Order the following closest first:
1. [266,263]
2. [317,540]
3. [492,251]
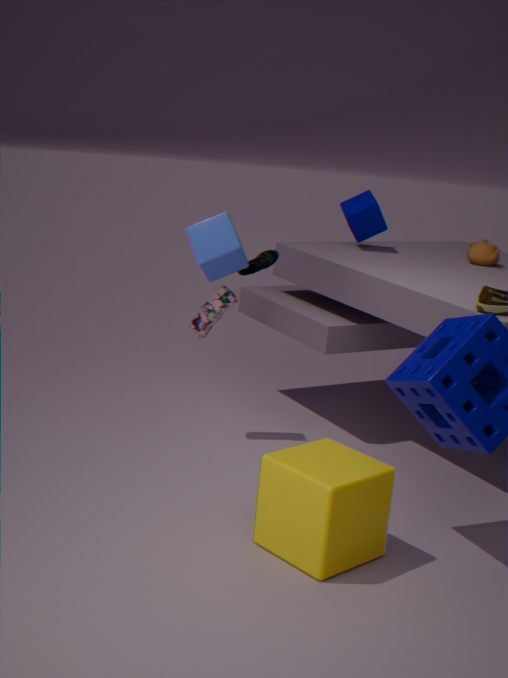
[317,540]
[266,263]
[492,251]
